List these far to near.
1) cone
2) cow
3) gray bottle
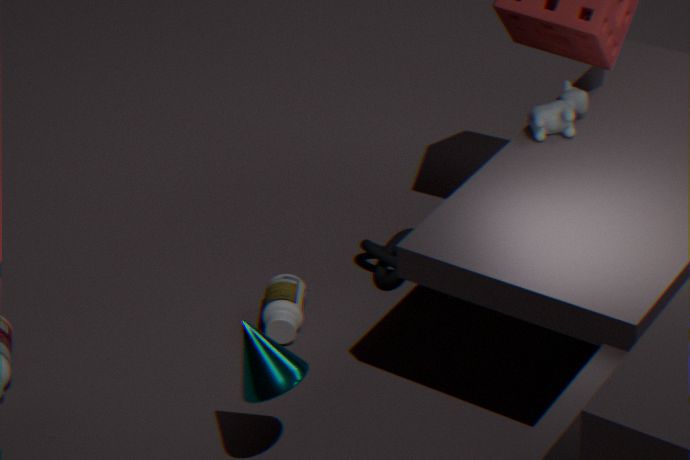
1. 3. gray bottle
2. 2. cow
3. 1. cone
